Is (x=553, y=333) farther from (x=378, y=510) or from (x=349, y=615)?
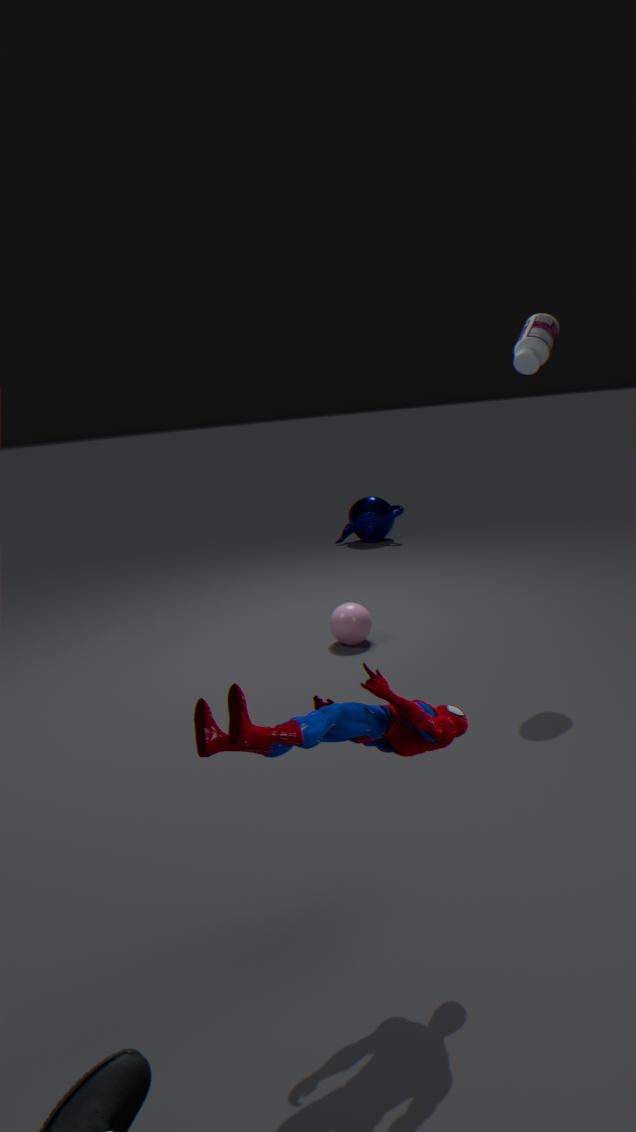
(x=378, y=510)
